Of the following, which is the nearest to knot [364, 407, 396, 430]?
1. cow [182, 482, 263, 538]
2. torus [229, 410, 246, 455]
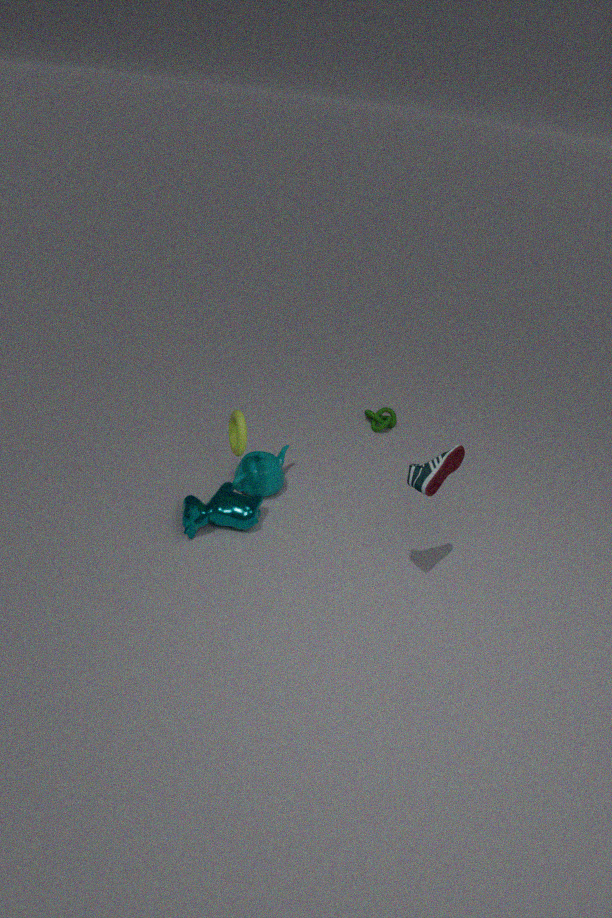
cow [182, 482, 263, 538]
